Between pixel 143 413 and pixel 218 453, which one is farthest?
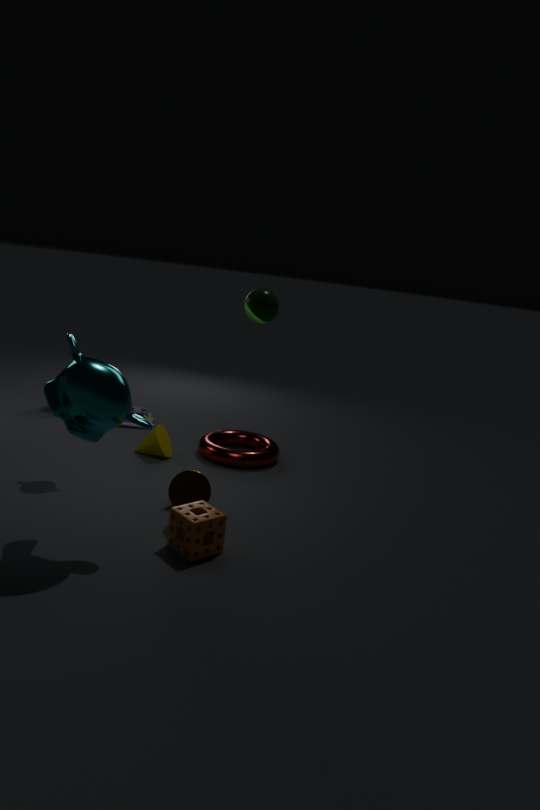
pixel 143 413
